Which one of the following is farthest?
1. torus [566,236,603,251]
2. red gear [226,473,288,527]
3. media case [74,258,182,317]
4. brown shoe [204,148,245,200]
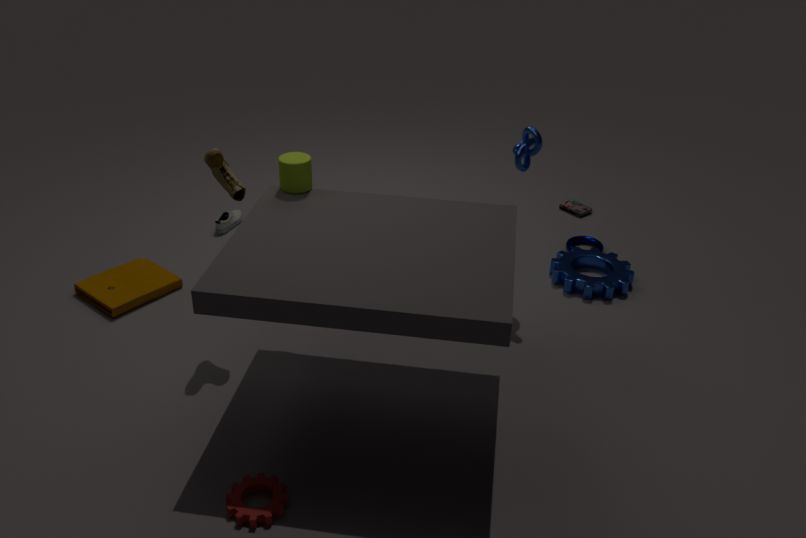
torus [566,236,603,251]
